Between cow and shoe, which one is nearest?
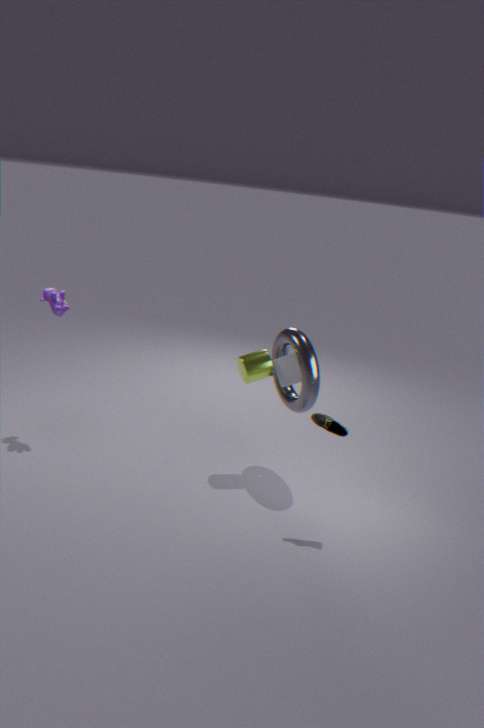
shoe
